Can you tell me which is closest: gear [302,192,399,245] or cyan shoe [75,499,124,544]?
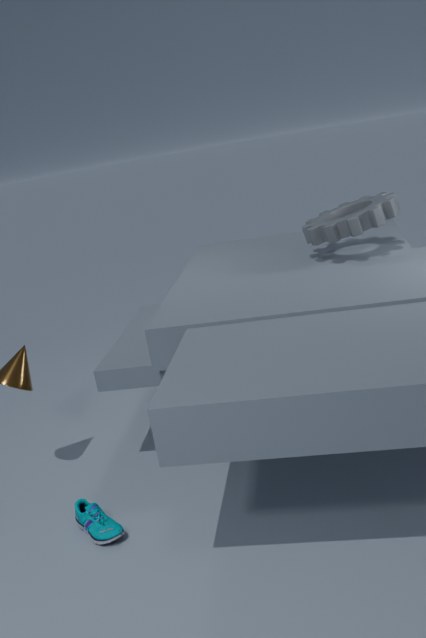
cyan shoe [75,499,124,544]
